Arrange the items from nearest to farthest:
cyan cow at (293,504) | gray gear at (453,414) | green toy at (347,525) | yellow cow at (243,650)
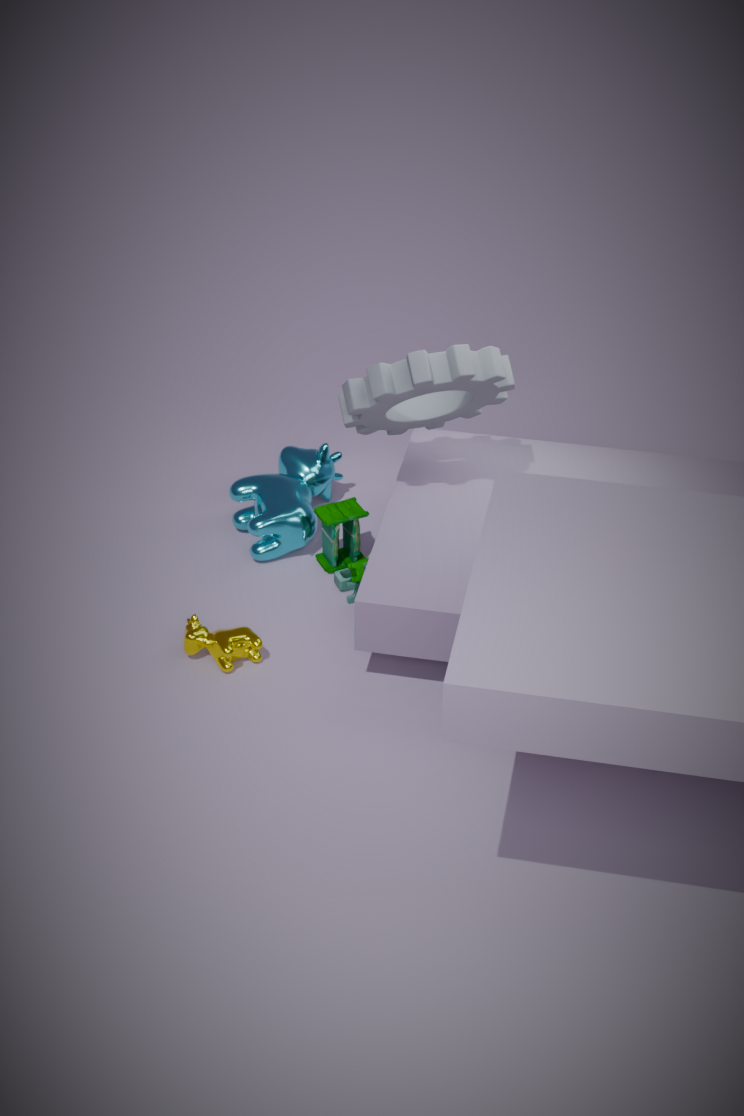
gray gear at (453,414) → yellow cow at (243,650) → green toy at (347,525) → cyan cow at (293,504)
